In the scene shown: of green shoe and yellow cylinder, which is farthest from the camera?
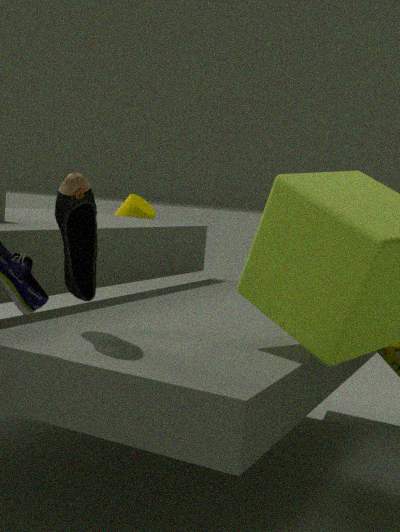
yellow cylinder
